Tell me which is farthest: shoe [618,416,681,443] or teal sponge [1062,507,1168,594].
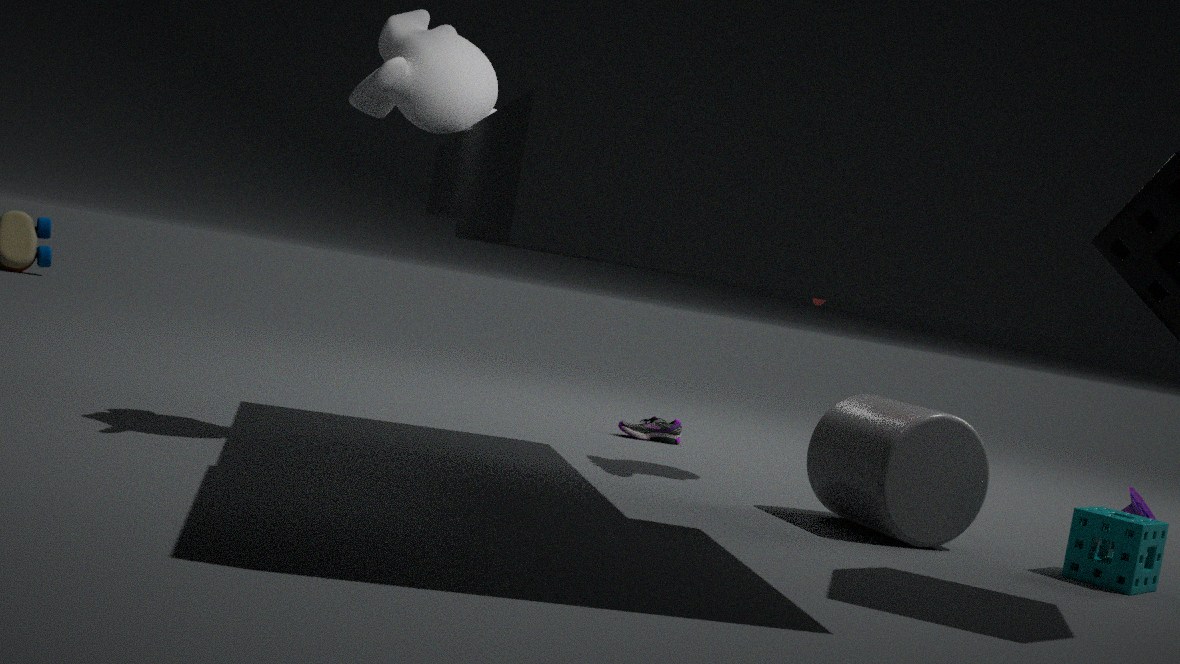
shoe [618,416,681,443]
